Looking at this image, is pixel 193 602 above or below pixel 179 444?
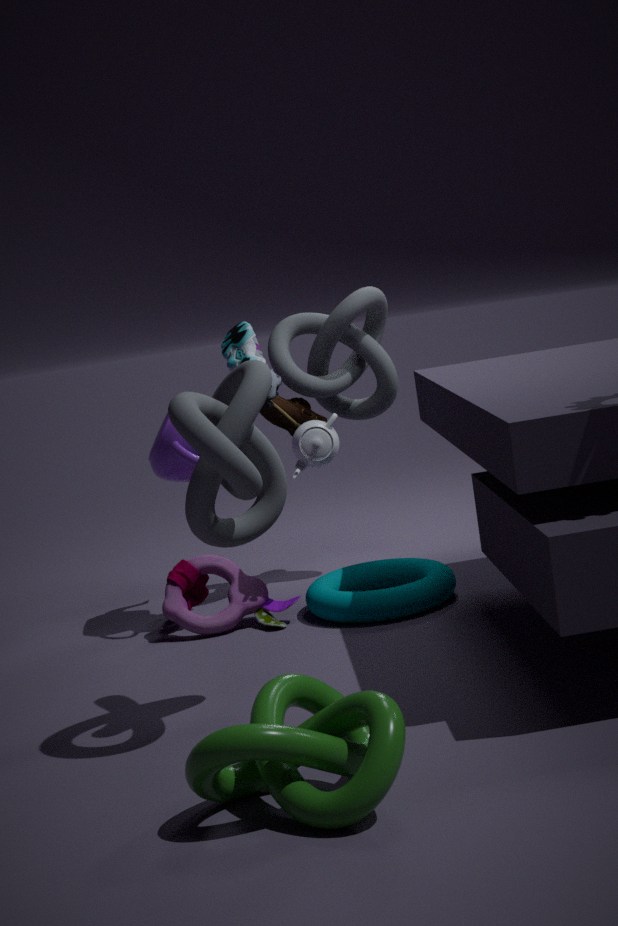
below
